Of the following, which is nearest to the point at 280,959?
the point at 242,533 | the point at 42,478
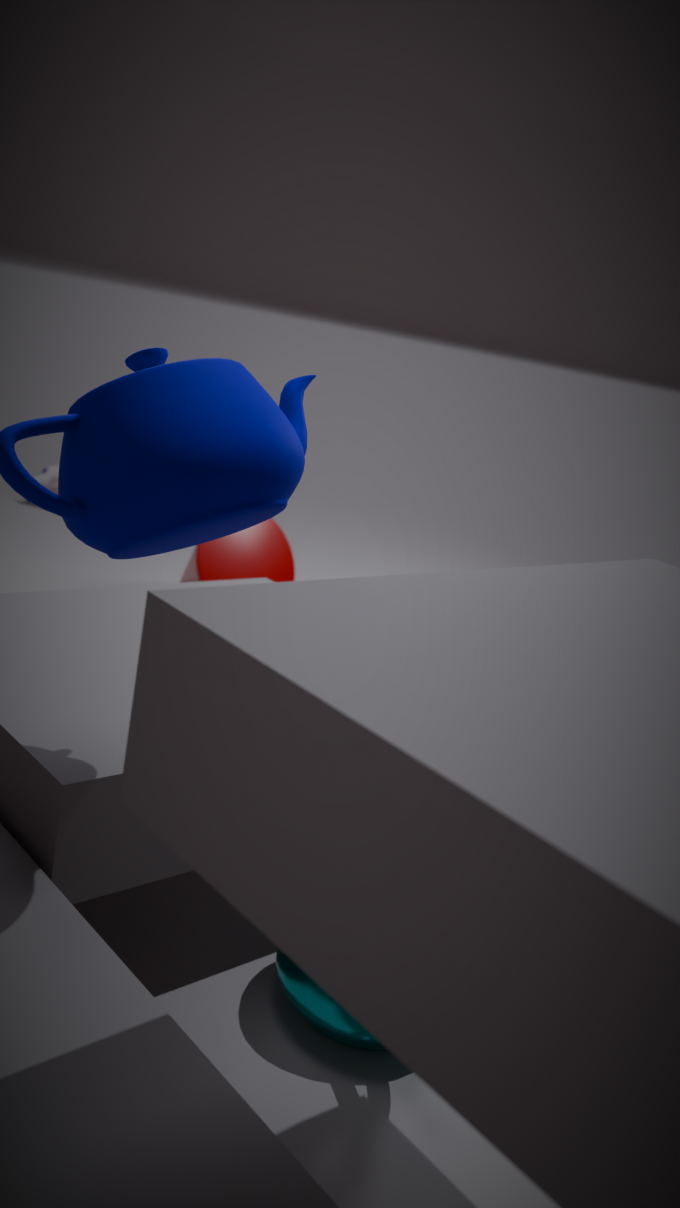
the point at 242,533
